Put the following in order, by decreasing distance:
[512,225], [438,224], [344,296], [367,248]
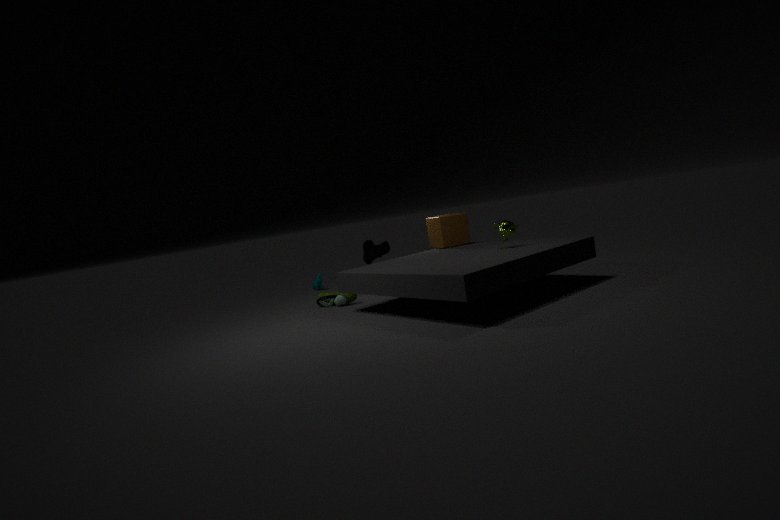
[367,248], [438,224], [344,296], [512,225]
